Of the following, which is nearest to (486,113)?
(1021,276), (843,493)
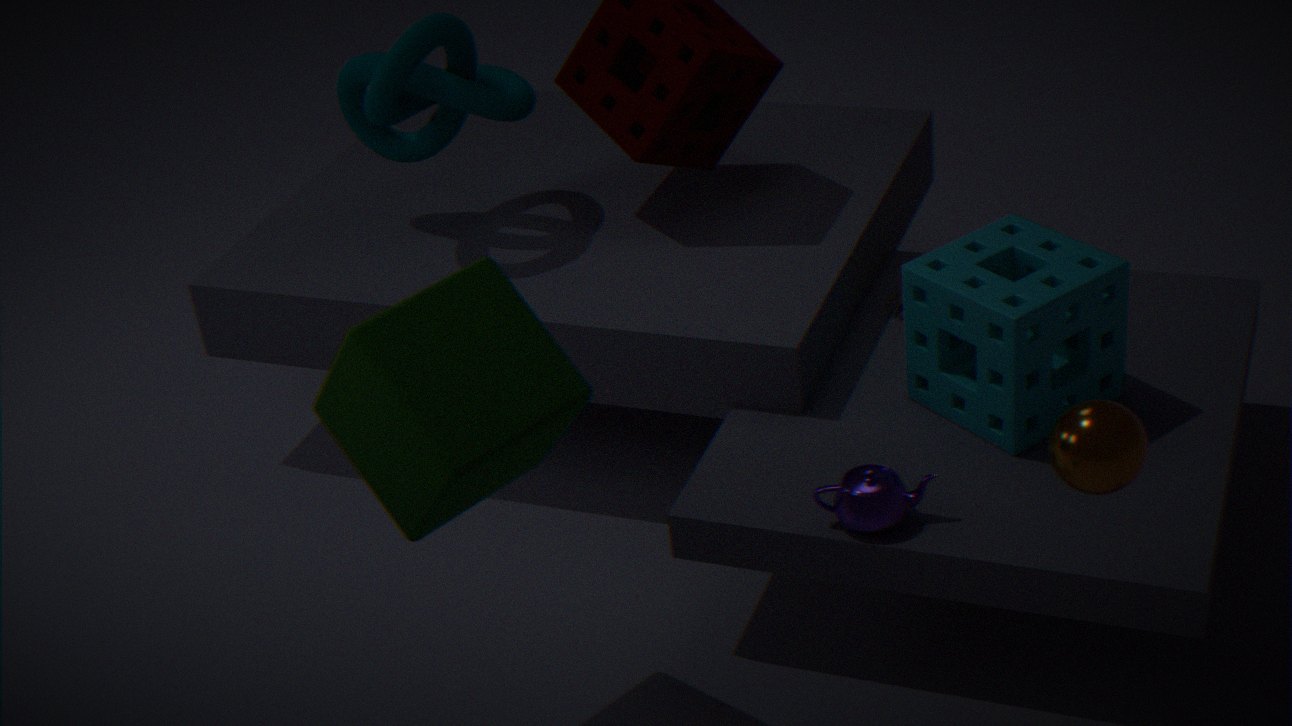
(1021,276)
